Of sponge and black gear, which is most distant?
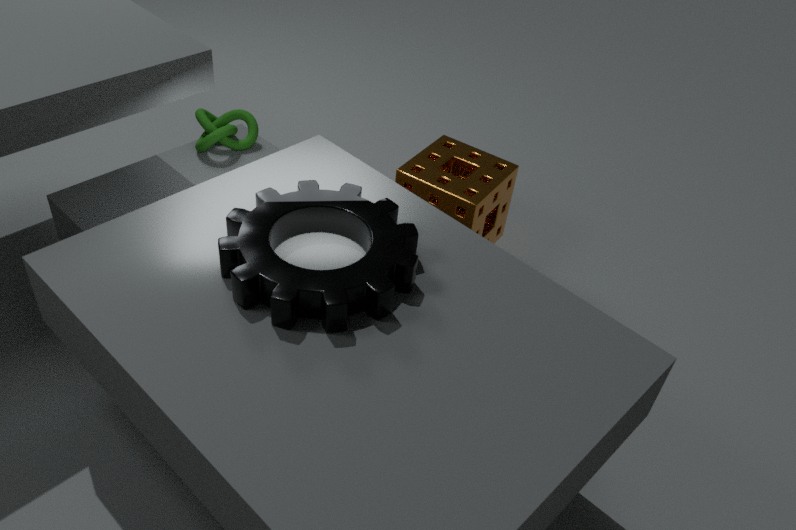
sponge
